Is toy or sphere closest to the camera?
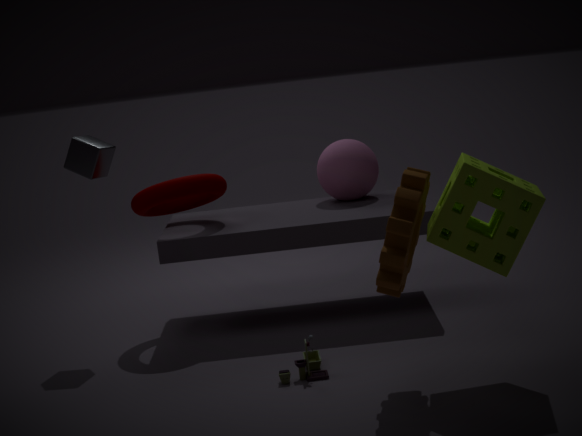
toy
